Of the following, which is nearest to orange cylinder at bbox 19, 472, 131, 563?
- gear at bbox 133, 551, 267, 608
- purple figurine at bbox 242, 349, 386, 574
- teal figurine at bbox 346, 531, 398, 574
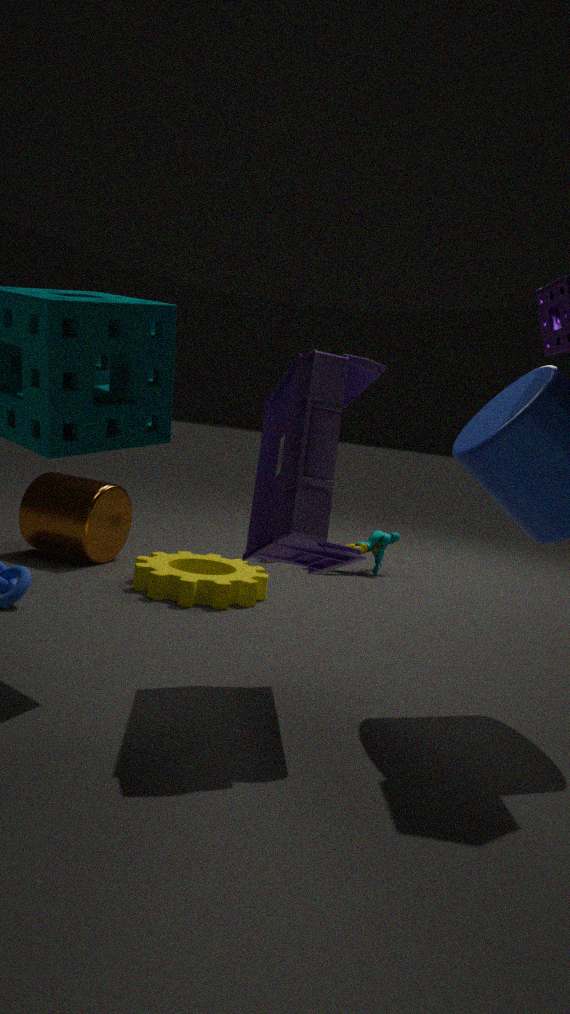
gear at bbox 133, 551, 267, 608
